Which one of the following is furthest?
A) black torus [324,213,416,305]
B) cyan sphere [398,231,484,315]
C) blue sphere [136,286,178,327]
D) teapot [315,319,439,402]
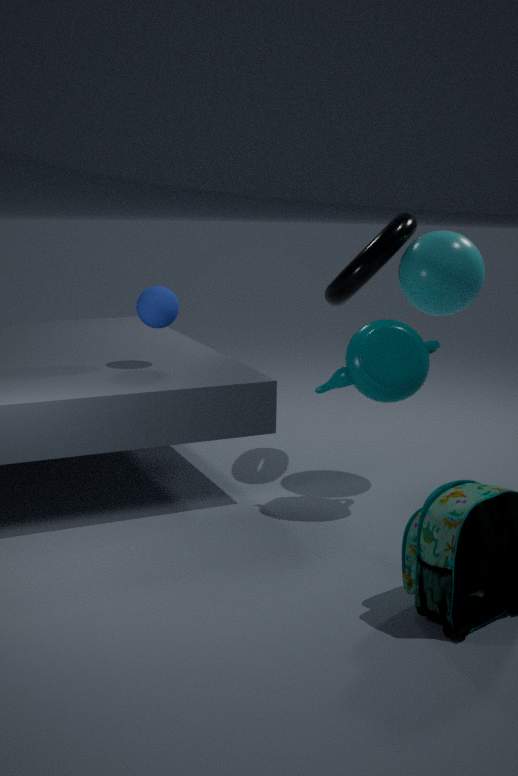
black torus [324,213,416,305]
